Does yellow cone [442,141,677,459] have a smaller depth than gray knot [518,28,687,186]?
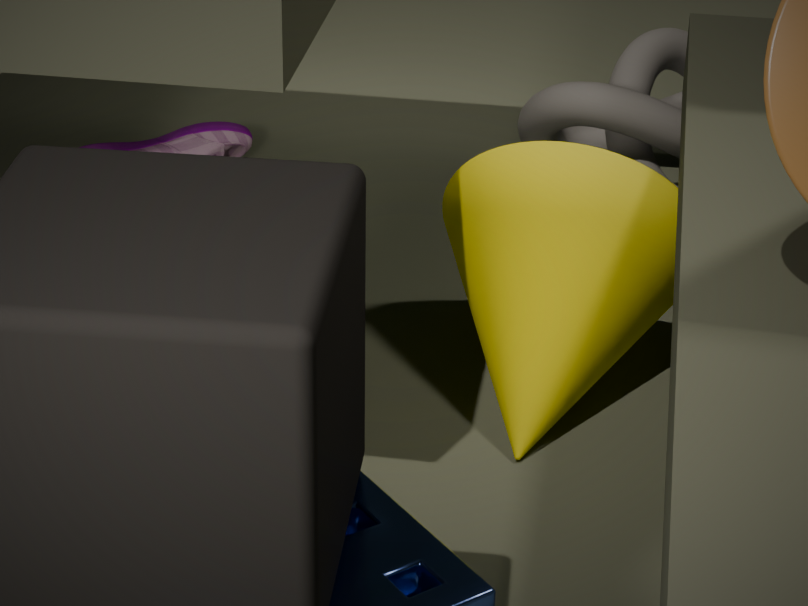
Yes
